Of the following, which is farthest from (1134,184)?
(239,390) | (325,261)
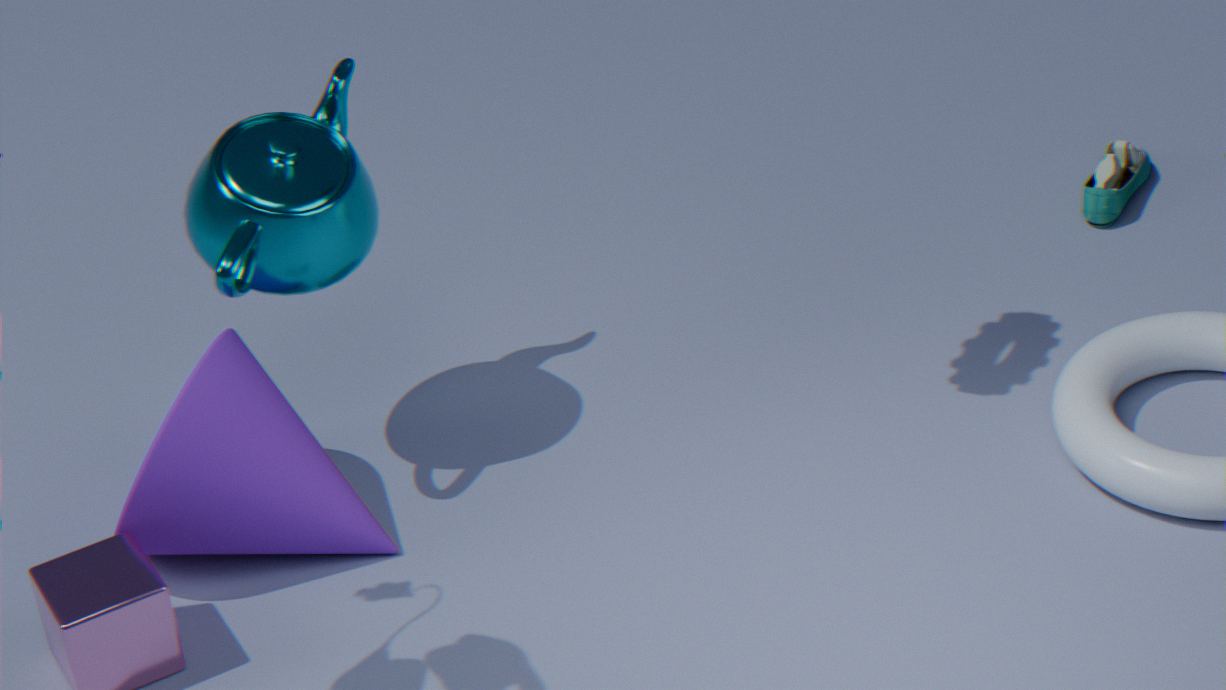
(239,390)
